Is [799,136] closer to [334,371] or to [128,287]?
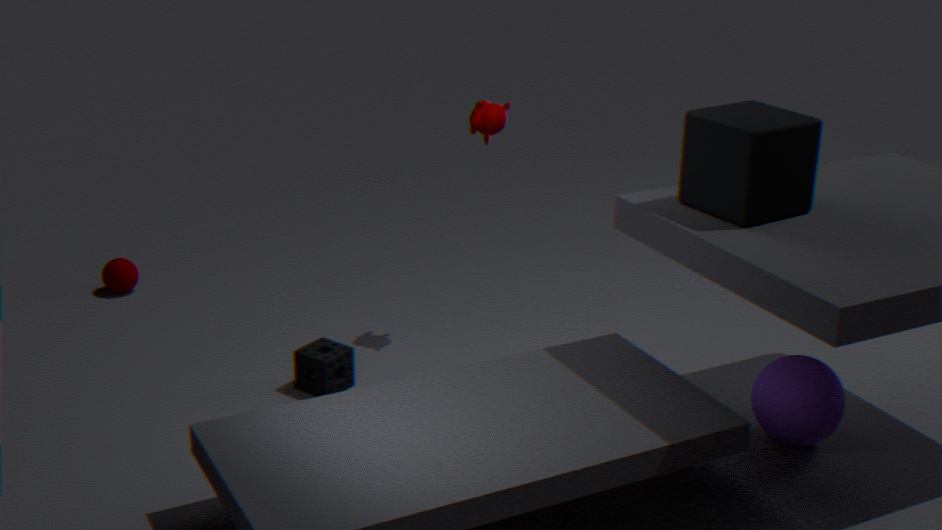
[334,371]
